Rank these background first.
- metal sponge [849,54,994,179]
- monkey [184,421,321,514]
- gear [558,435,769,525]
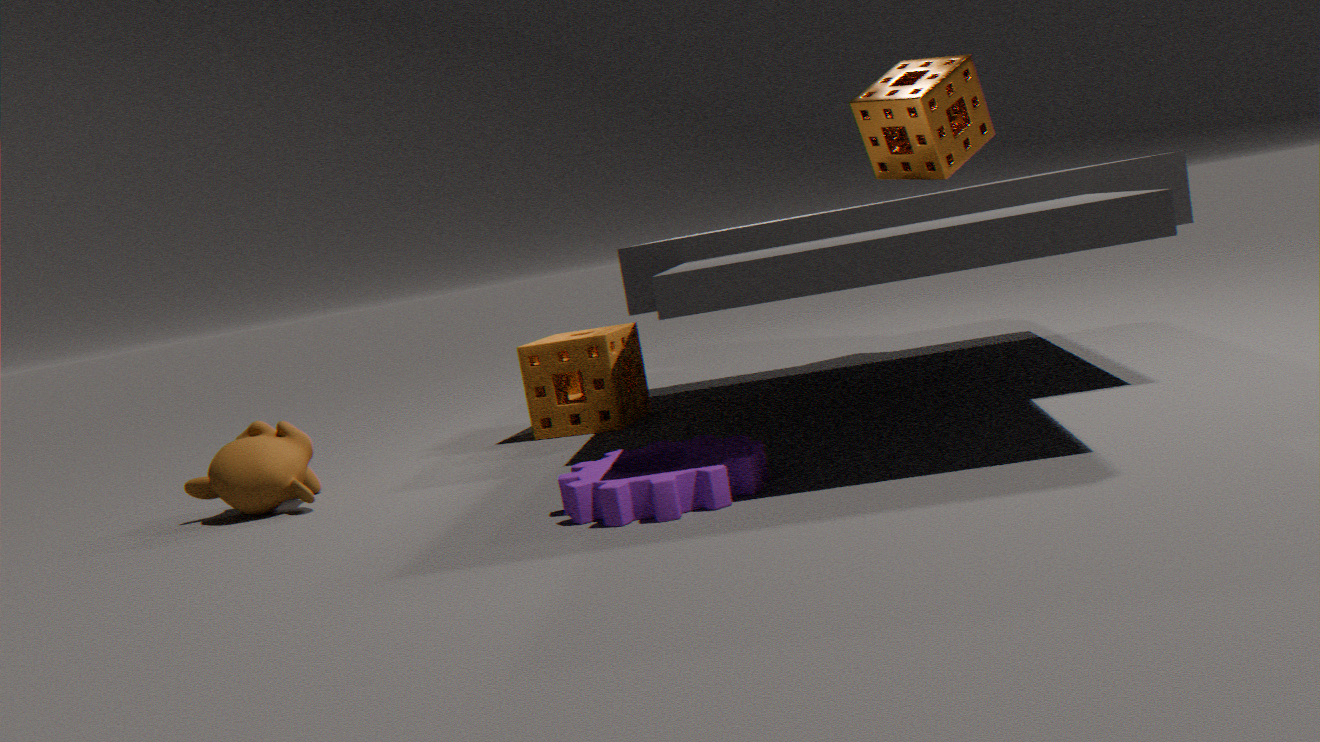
metal sponge [849,54,994,179] < monkey [184,421,321,514] < gear [558,435,769,525]
